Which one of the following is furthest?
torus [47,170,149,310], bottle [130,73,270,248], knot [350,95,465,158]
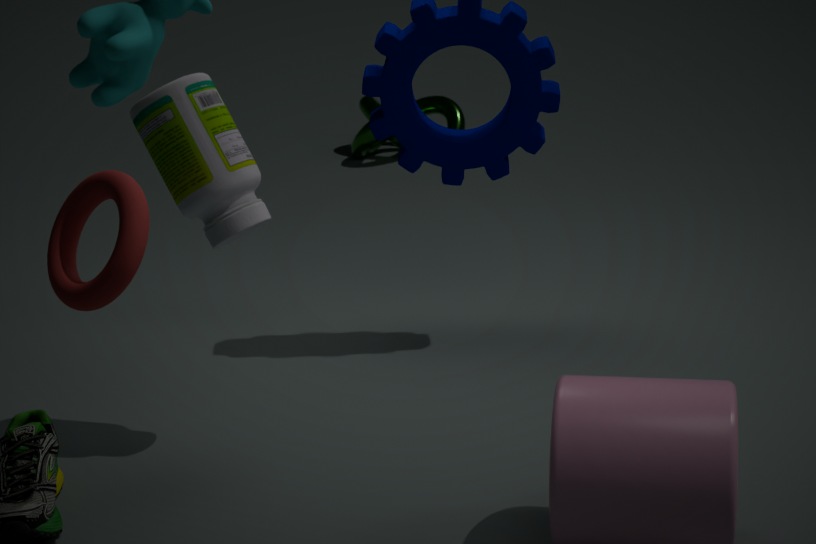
knot [350,95,465,158]
